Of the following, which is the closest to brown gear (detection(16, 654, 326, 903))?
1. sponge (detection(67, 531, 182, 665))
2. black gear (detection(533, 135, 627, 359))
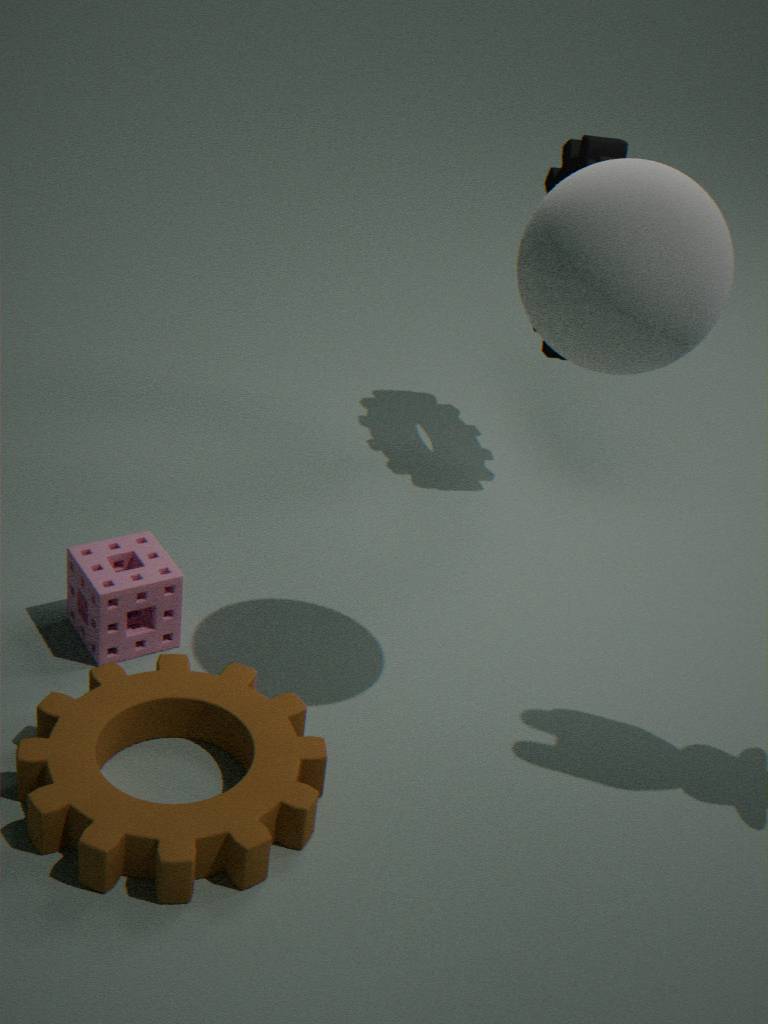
sponge (detection(67, 531, 182, 665))
